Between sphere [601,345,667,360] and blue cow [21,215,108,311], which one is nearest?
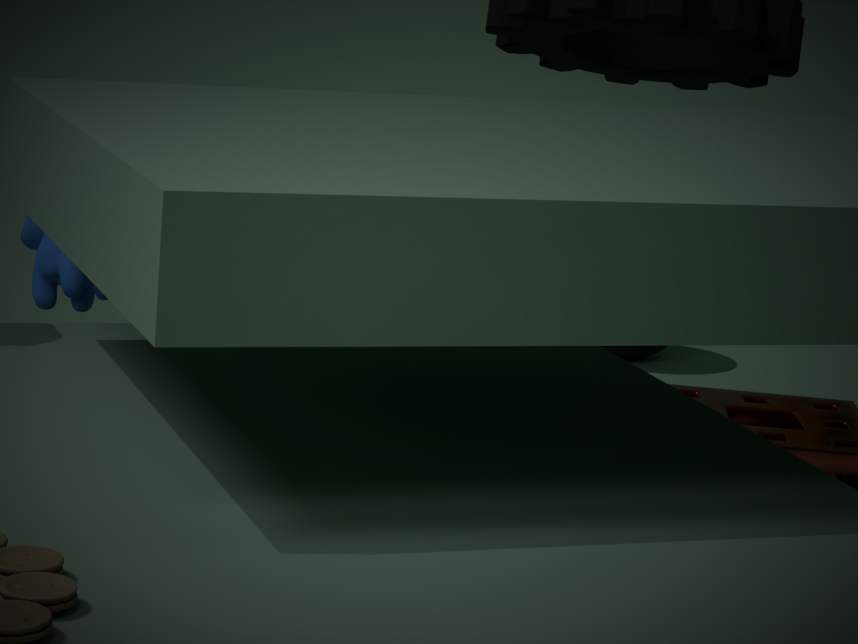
blue cow [21,215,108,311]
